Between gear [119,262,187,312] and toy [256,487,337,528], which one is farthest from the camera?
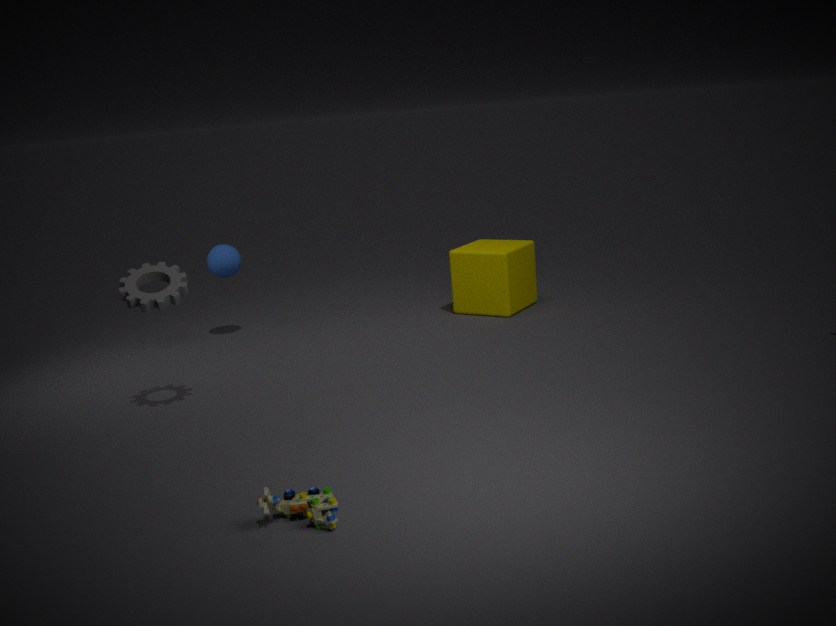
gear [119,262,187,312]
